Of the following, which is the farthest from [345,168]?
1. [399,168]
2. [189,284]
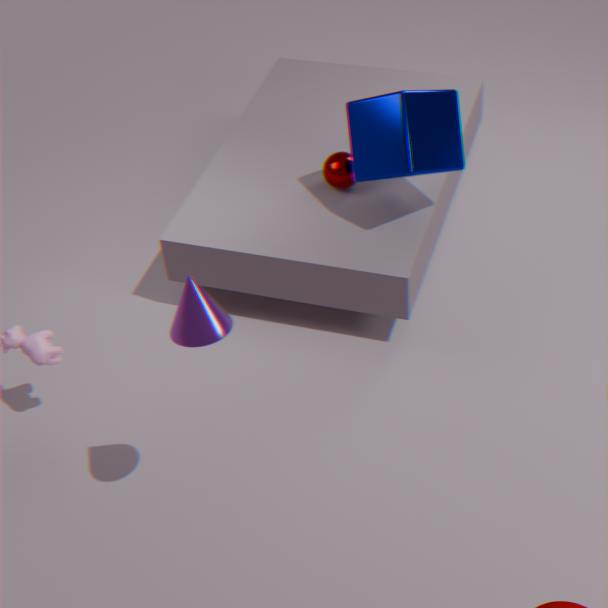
[189,284]
